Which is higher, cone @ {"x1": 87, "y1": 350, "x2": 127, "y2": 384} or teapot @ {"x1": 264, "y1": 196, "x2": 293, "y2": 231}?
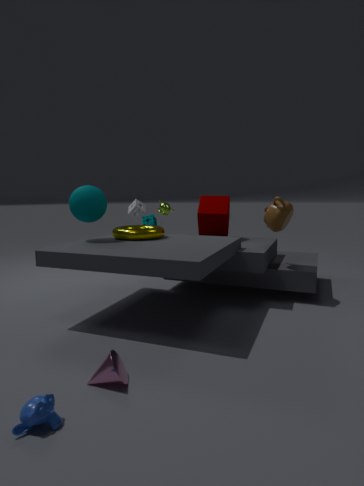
teapot @ {"x1": 264, "y1": 196, "x2": 293, "y2": 231}
